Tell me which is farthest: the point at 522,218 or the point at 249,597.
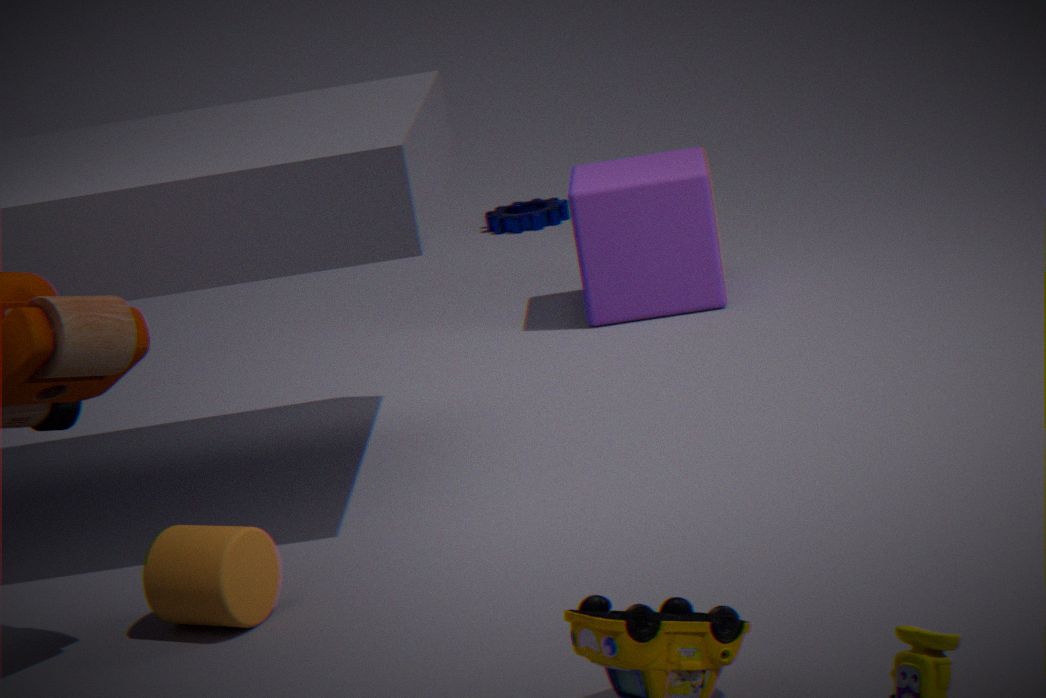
the point at 522,218
